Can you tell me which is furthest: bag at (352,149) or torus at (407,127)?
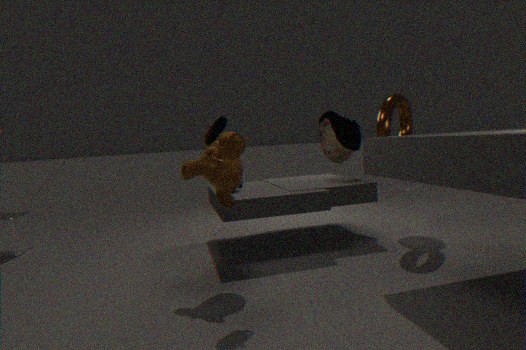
bag at (352,149)
